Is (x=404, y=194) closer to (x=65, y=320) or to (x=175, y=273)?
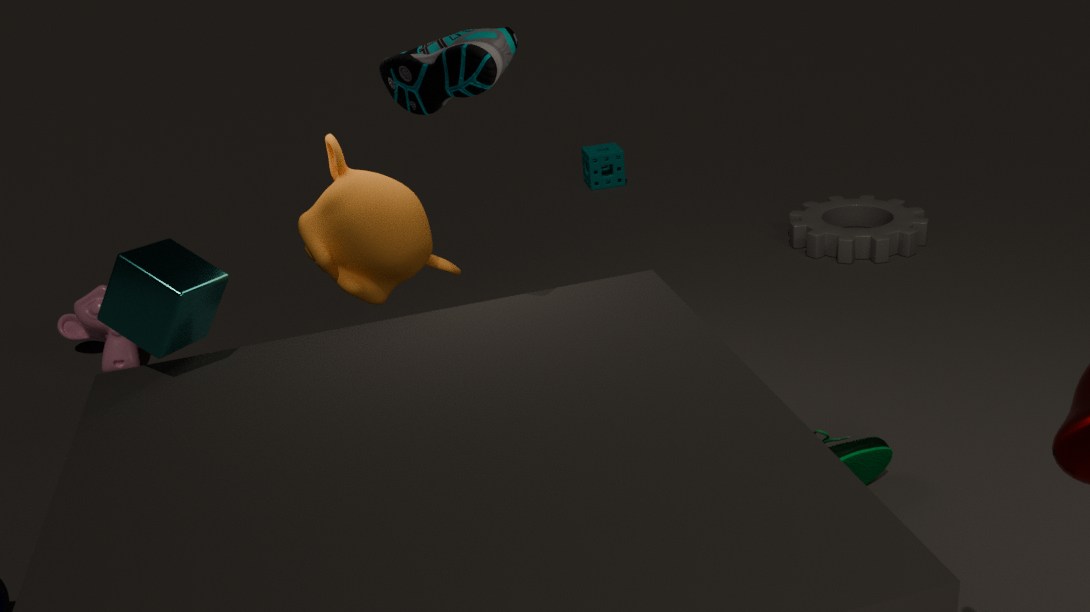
(x=175, y=273)
